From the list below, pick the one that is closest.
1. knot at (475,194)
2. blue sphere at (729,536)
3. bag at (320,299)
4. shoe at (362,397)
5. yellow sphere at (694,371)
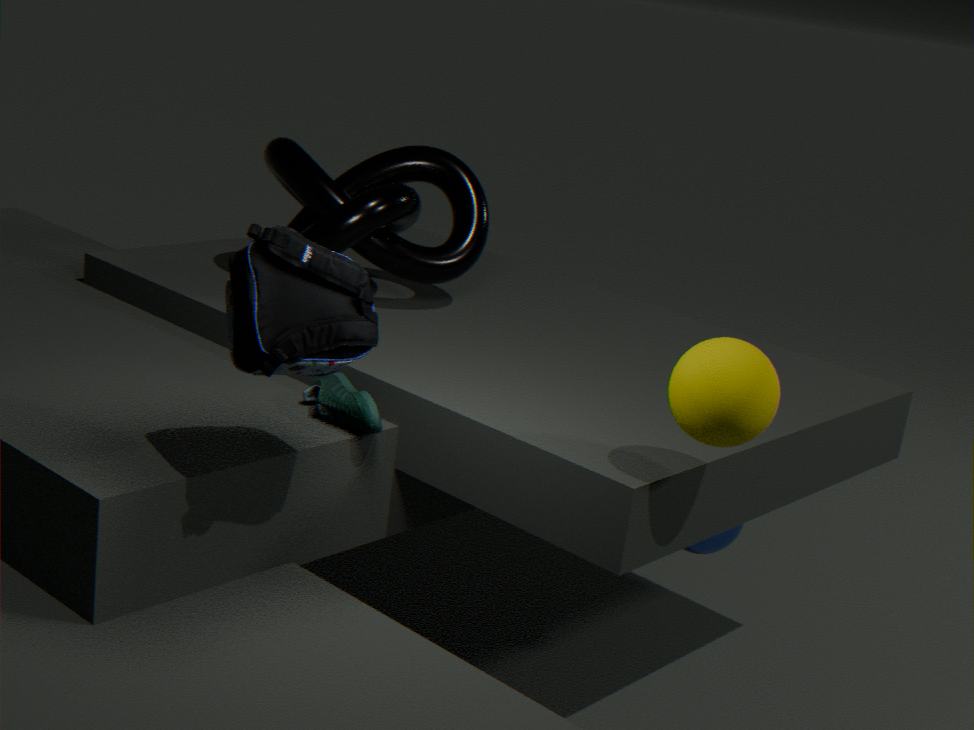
bag at (320,299)
